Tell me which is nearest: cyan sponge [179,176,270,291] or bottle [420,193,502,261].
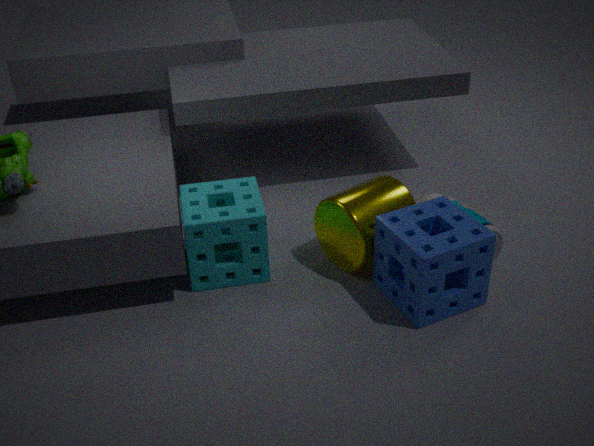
cyan sponge [179,176,270,291]
